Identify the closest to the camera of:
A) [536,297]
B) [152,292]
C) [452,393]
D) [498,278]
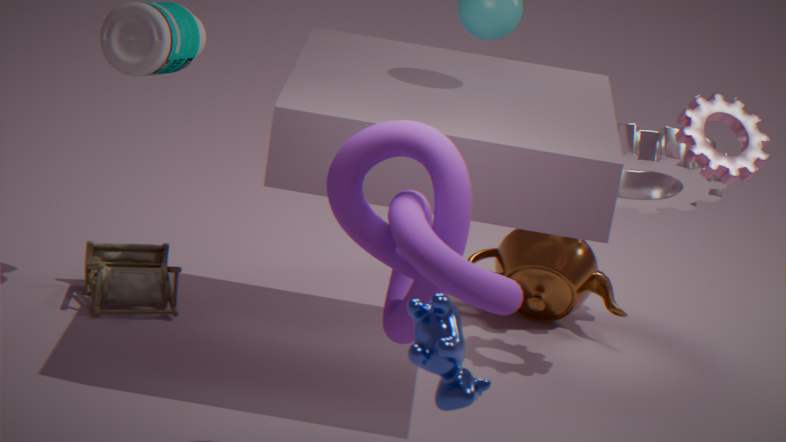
[452,393]
